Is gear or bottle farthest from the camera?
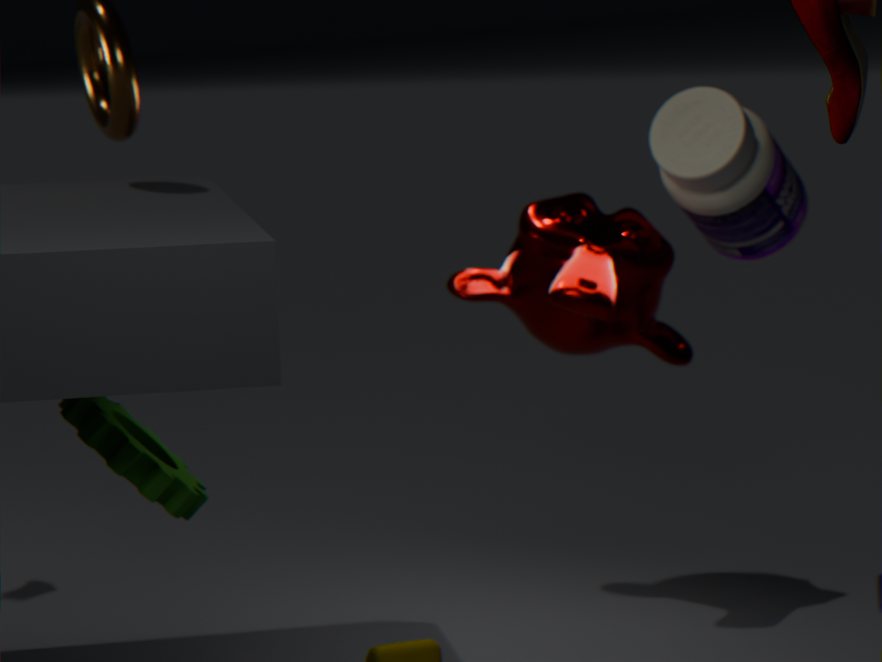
bottle
